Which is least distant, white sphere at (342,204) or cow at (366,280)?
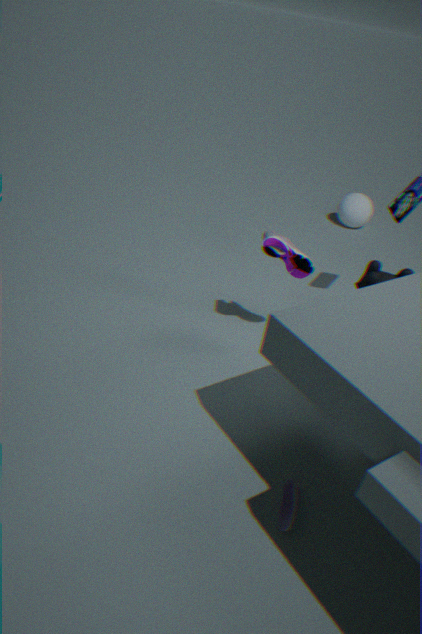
cow at (366,280)
